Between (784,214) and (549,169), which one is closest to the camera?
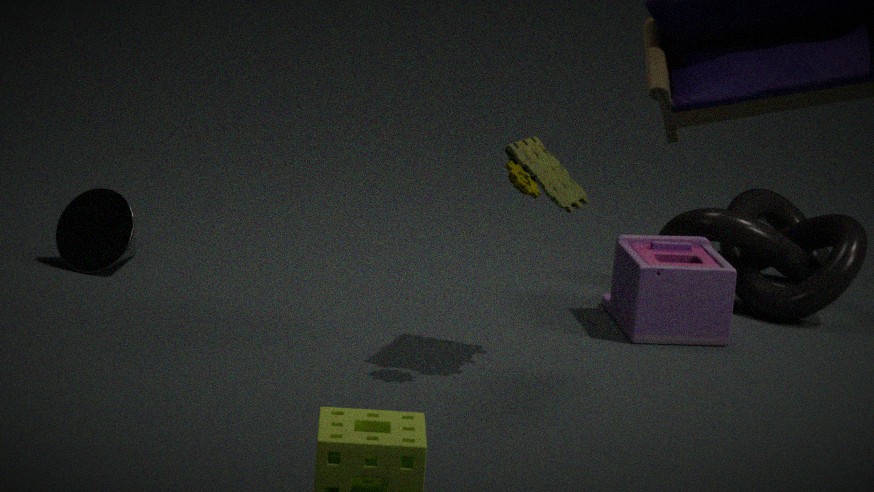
(549,169)
